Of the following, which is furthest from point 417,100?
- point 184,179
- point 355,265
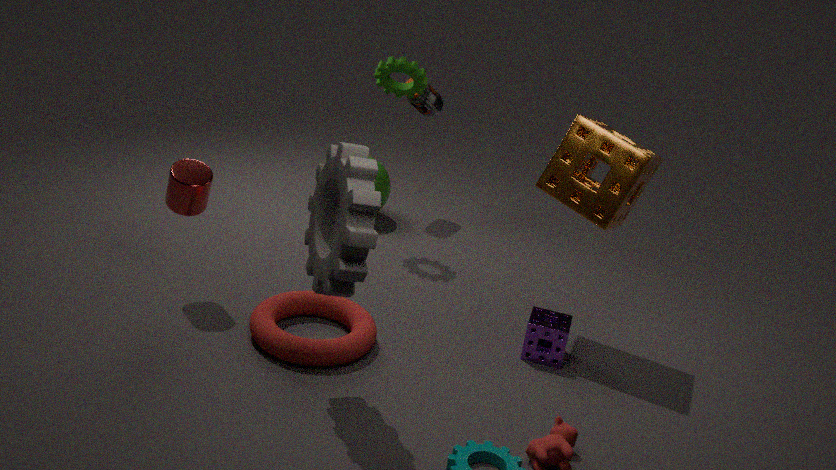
point 355,265
